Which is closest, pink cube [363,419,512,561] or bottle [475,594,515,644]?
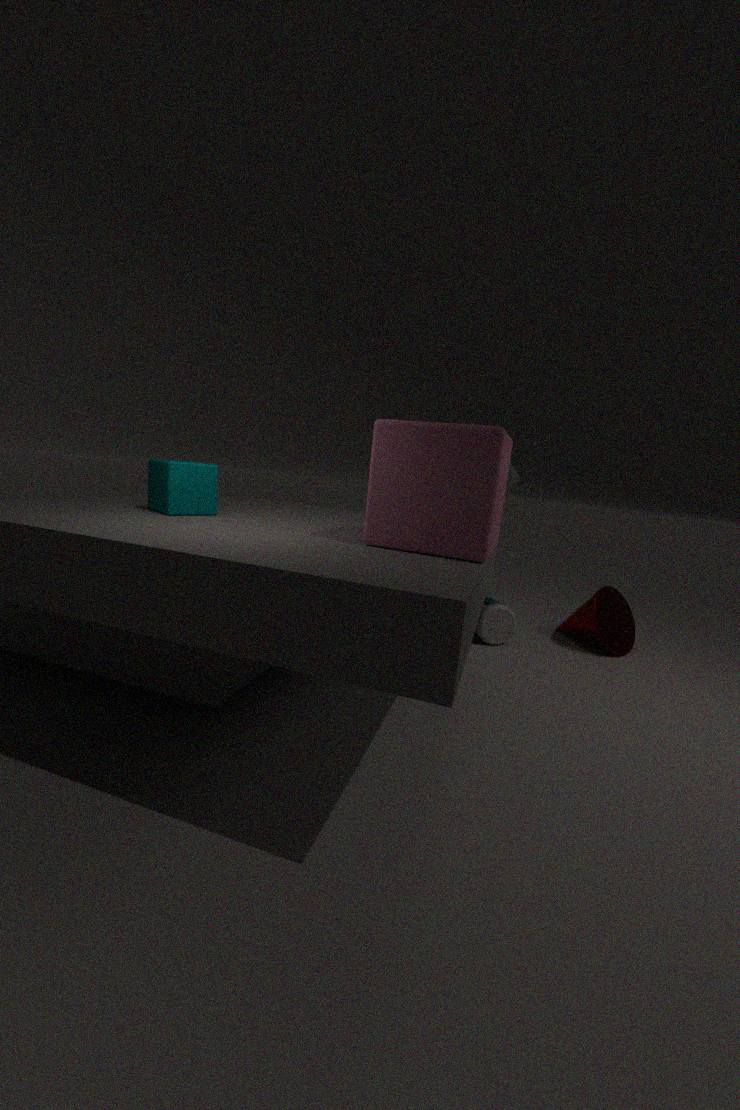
pink cube [363,419,512,561]
